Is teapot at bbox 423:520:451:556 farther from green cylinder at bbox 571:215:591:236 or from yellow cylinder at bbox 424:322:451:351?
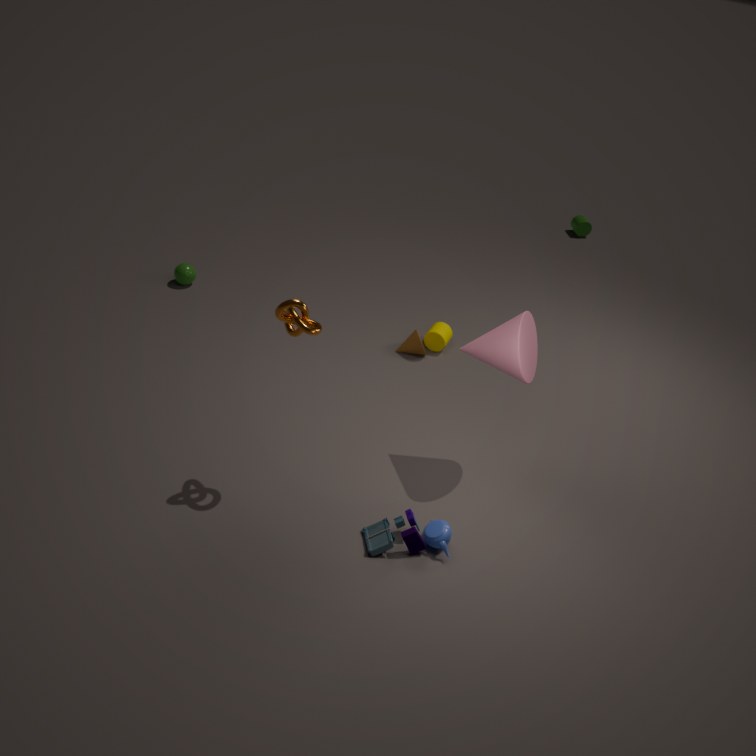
green cylinder at bbox 571:215:591:236
